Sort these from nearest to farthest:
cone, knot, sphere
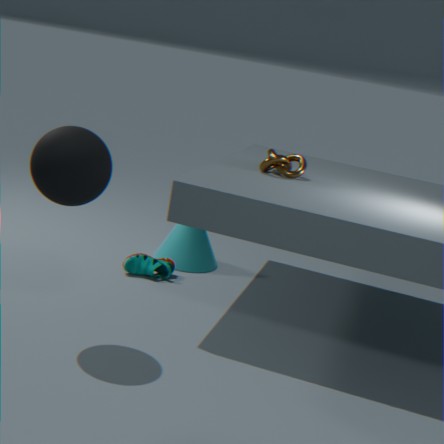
1. sphere
2. knot
3. cone
